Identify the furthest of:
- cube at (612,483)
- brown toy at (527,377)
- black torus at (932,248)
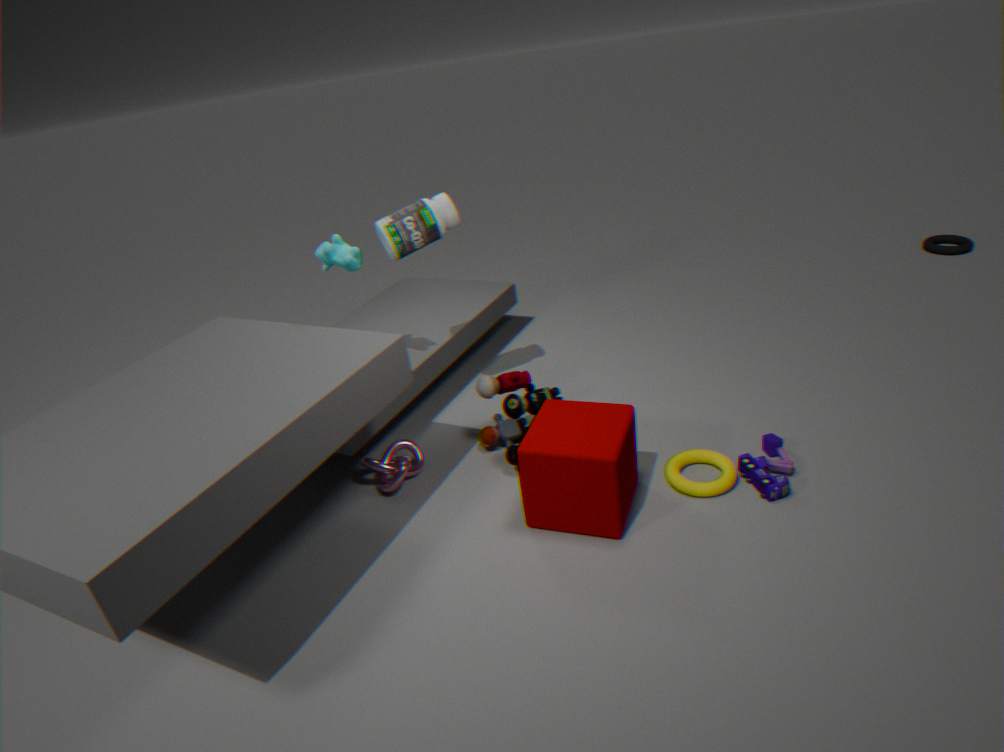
black torus at (932,248)
